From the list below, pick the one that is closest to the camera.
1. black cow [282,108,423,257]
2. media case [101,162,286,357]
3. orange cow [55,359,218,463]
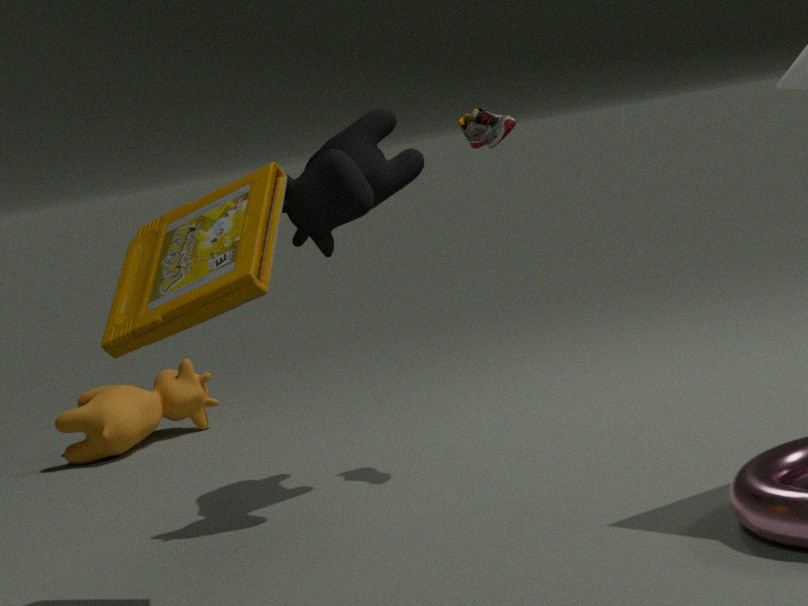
media case [101,162,286,357]
